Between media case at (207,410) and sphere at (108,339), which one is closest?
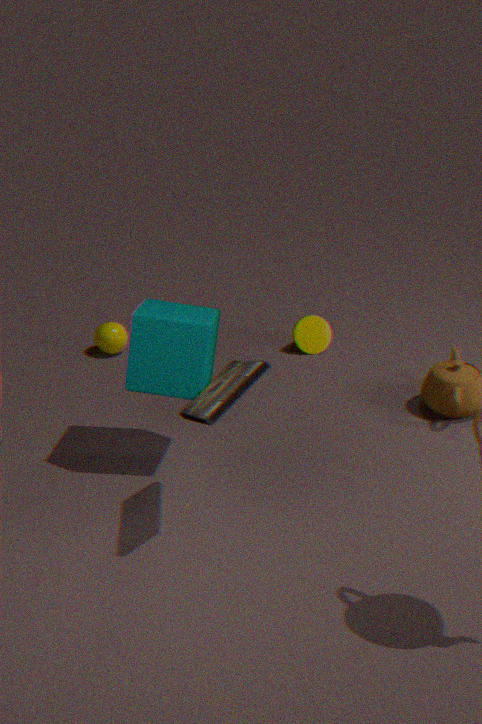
media case at (207,410)
